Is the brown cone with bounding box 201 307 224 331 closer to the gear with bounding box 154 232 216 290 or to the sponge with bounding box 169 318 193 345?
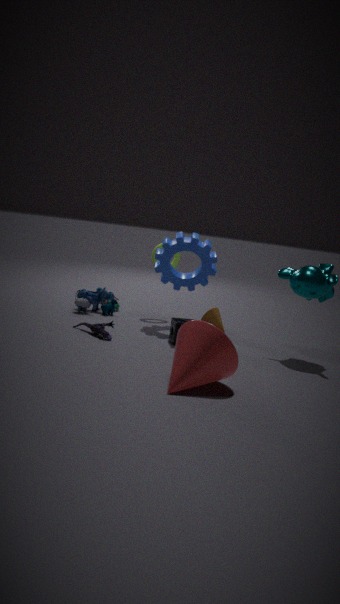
the gear with bounding box 154 232 216 290
